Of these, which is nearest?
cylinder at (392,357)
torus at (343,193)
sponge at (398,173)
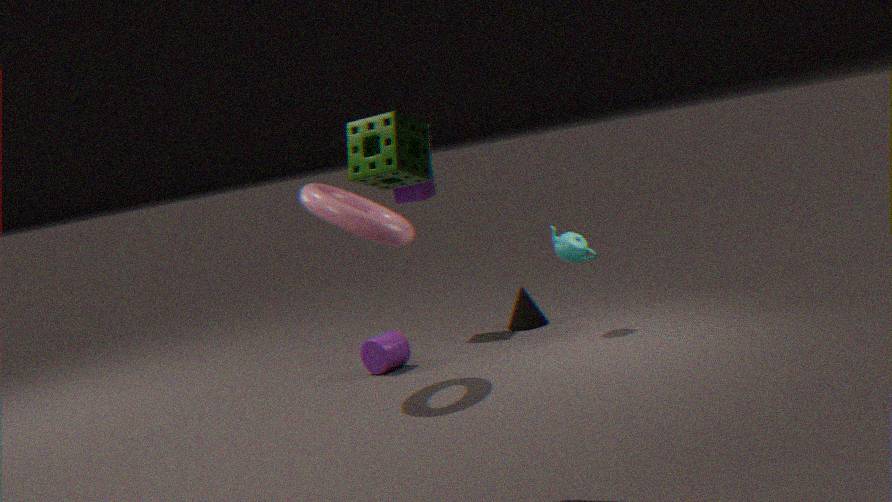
sponge at (398,173)
